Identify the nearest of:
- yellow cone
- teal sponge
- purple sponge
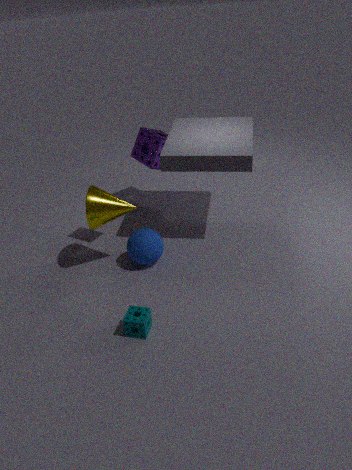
teal sponge
